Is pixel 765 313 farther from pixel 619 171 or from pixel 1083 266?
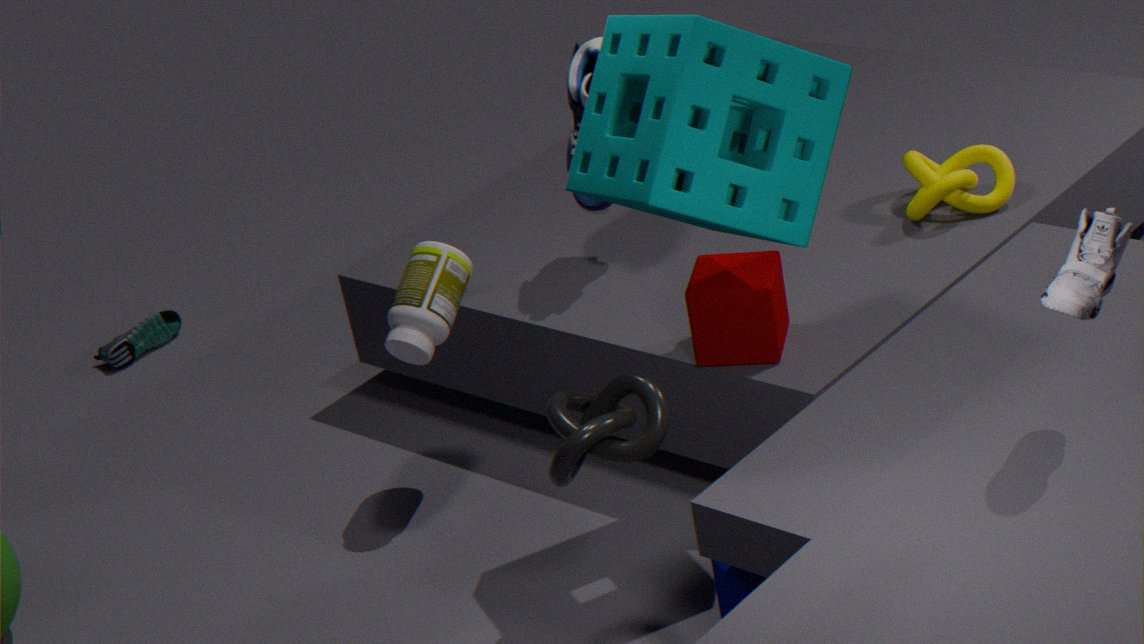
pixel 1083 266
